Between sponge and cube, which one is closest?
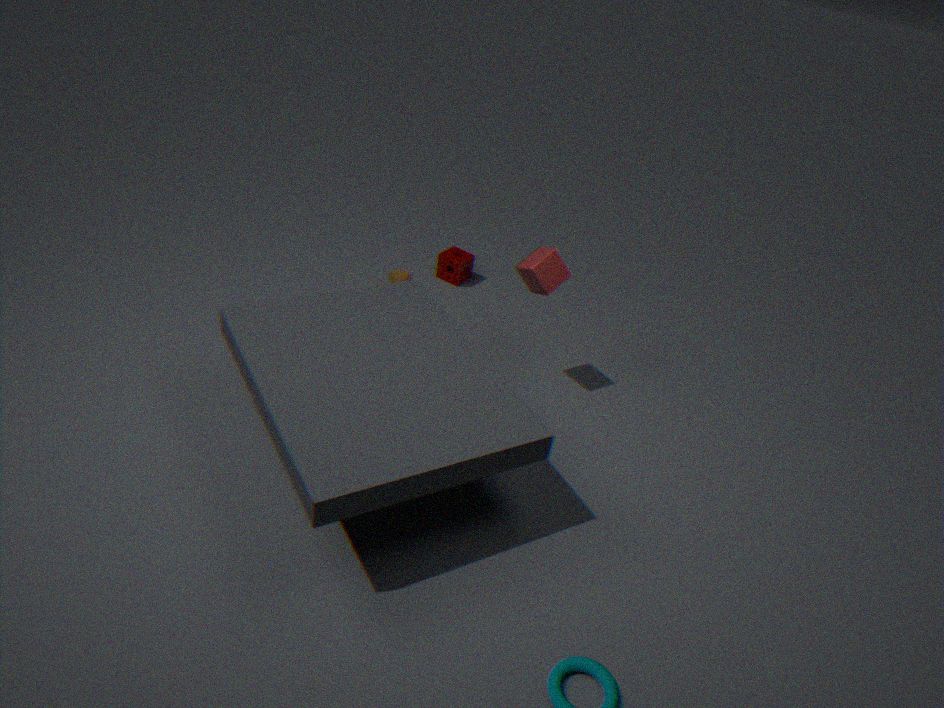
cube
